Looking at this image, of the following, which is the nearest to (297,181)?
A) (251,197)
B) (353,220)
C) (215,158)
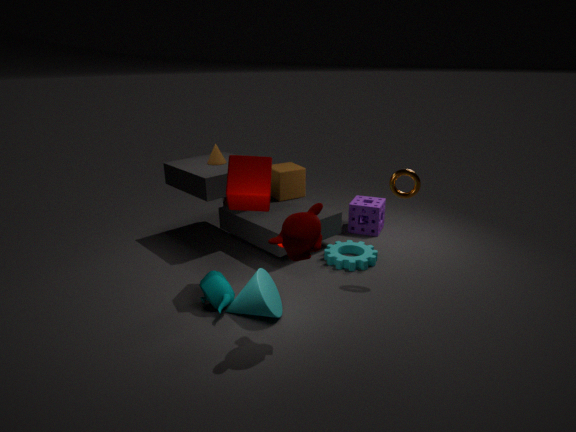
(215,158)
